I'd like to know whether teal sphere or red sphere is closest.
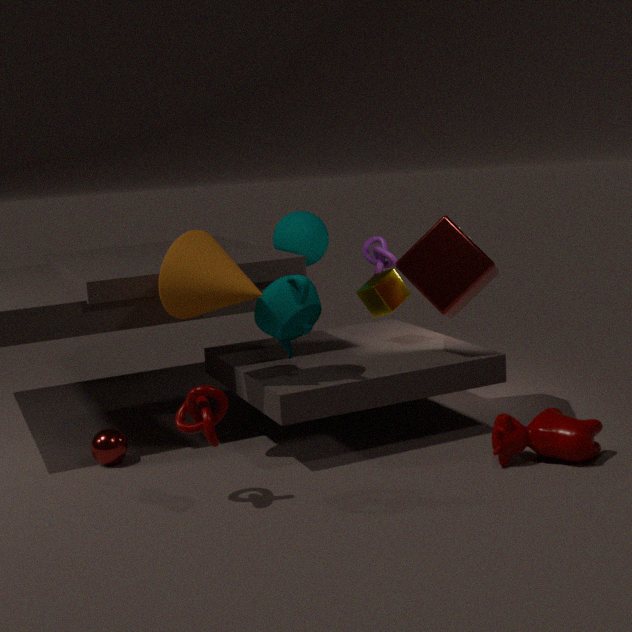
red sphere
